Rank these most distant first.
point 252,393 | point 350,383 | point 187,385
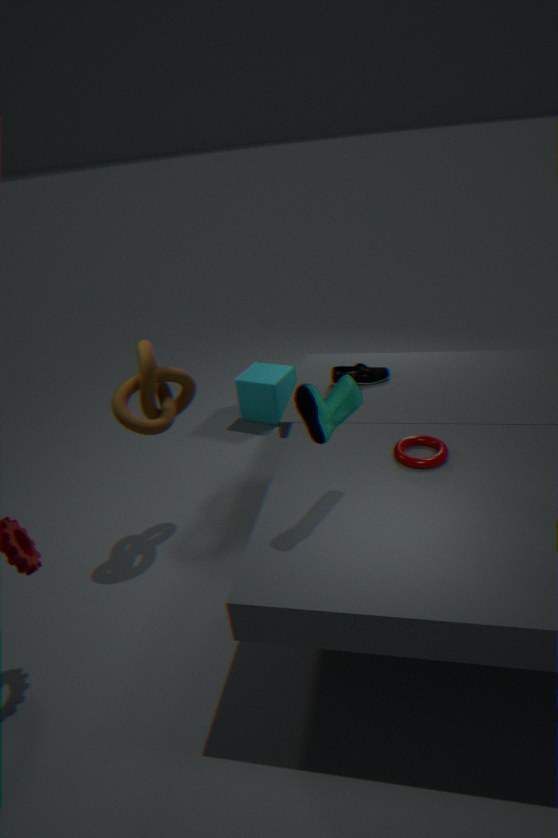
point 252,393 → point 187,385 → point 350,383
